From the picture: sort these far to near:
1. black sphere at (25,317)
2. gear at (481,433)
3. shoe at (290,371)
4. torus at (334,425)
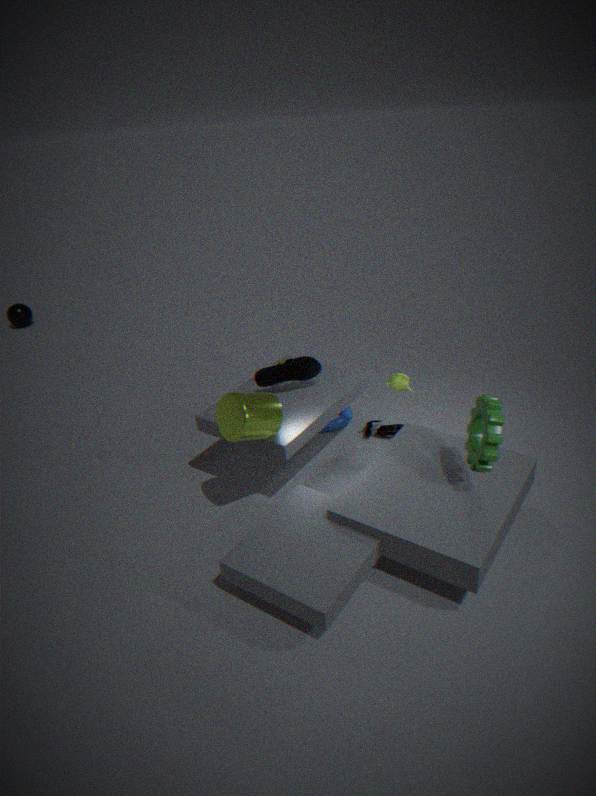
black sphere at (25,317), torus at (334,425), shoe at (290,371), gear at (481,433)
